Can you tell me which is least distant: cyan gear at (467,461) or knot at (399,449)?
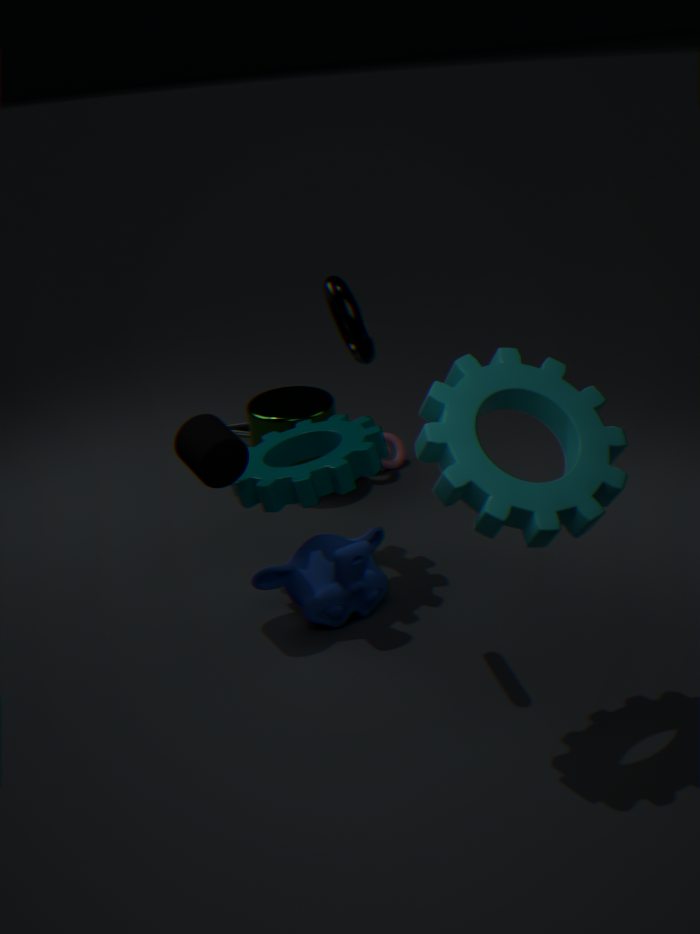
cyan gear at (467,461)
